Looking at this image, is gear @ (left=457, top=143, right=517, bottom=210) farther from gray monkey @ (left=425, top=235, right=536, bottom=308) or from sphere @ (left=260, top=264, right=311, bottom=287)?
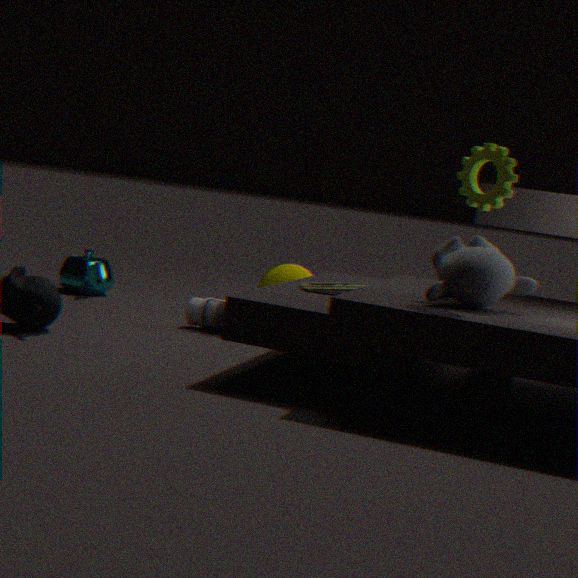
sphere @ (left=260, top=264, right=311, bottom=287)
